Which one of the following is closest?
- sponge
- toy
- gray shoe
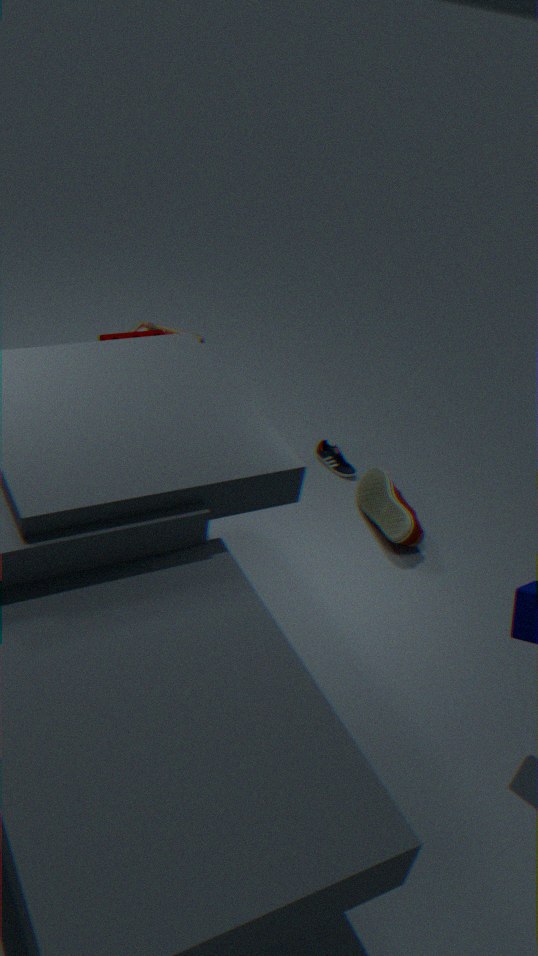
gray shoe
